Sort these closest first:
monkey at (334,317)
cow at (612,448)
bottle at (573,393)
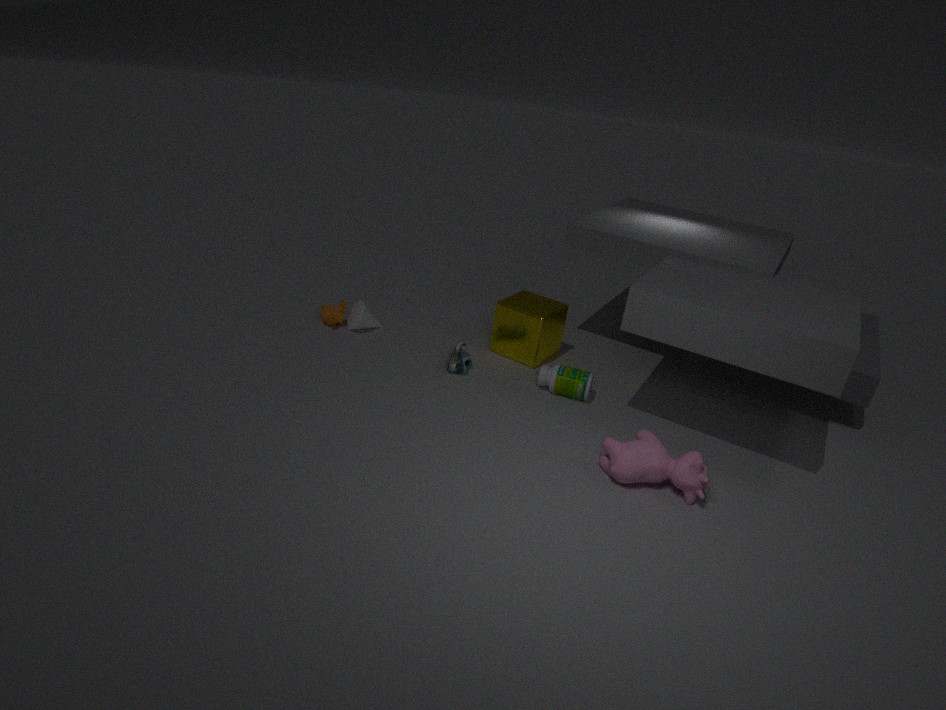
cow at (612,448)
bottle at (573,393)
monkey at (334,317)
